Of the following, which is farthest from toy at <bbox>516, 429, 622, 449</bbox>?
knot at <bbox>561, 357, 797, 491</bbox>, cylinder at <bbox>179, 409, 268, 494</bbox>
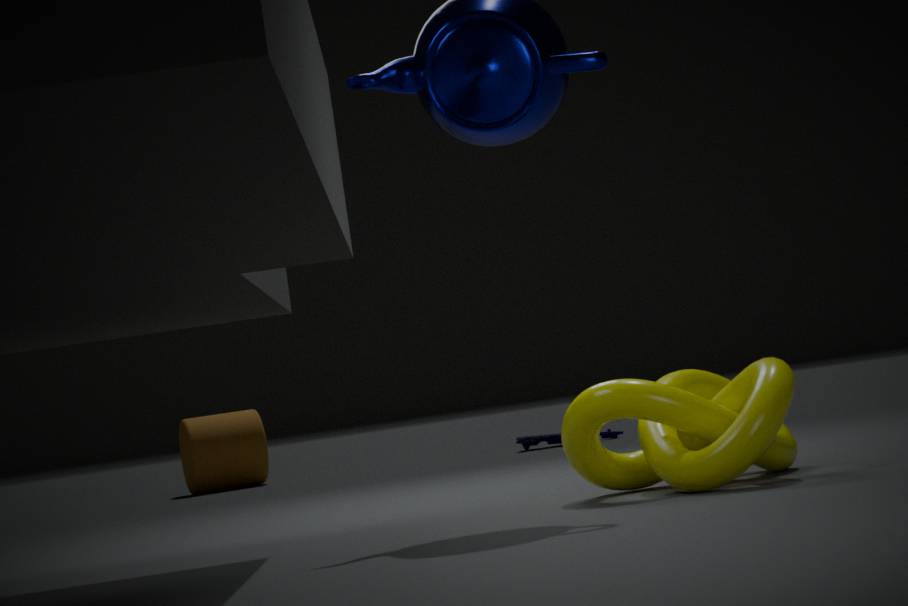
knot at <bbox>561, 357, 797, 491</bbox>
